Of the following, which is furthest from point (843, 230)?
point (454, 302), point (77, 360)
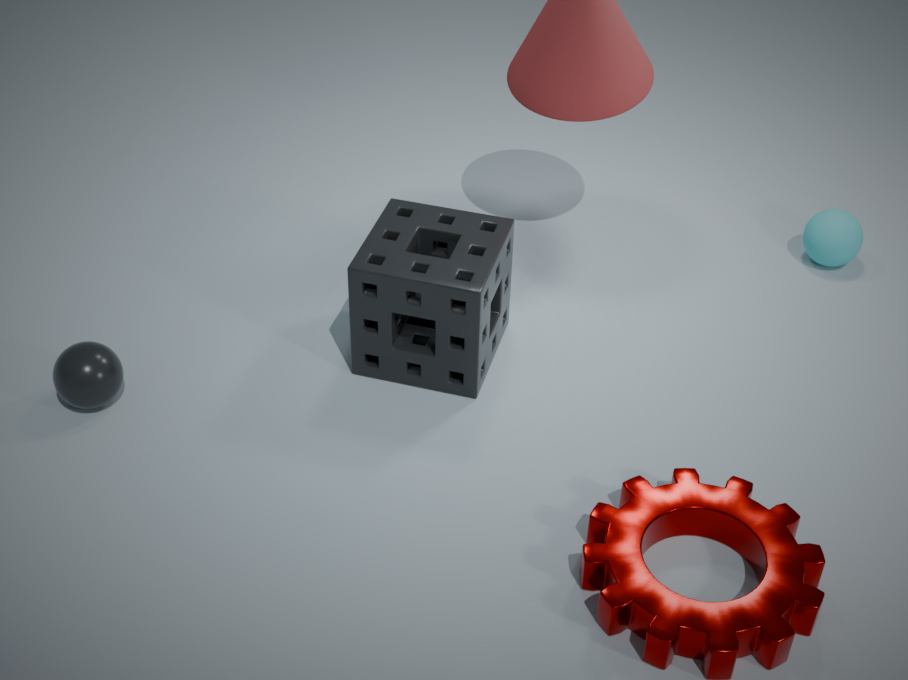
point (77, 360)
